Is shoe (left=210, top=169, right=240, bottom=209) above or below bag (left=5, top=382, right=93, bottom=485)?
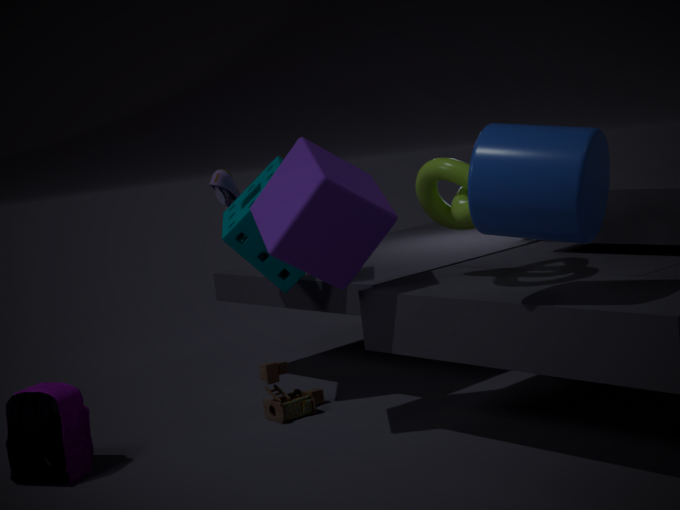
above
